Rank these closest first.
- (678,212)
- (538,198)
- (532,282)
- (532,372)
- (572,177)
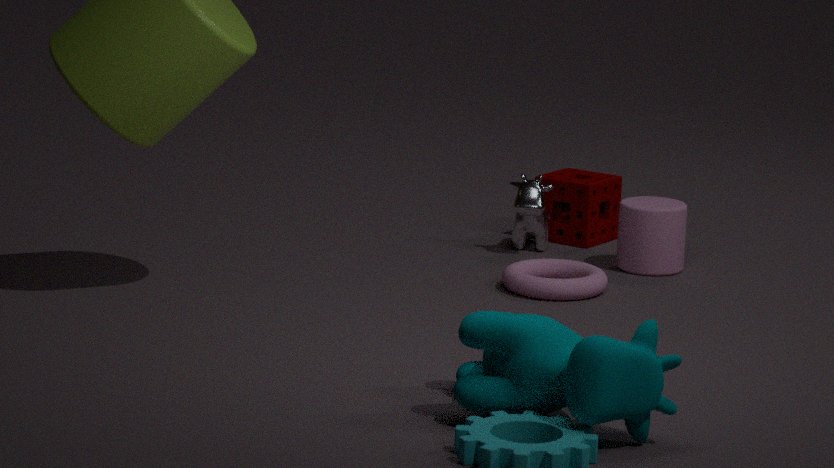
(532,372)
(532,282)
(678,212)
(538,198)
(572,177)
